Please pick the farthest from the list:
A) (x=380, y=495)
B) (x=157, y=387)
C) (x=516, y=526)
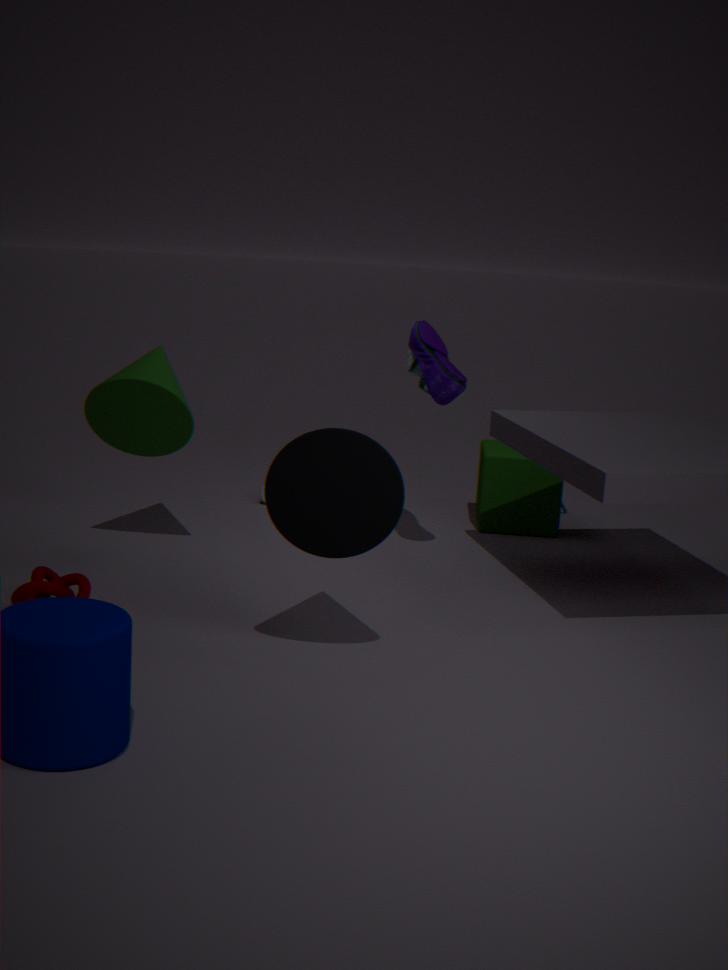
(x=516, y=526)
